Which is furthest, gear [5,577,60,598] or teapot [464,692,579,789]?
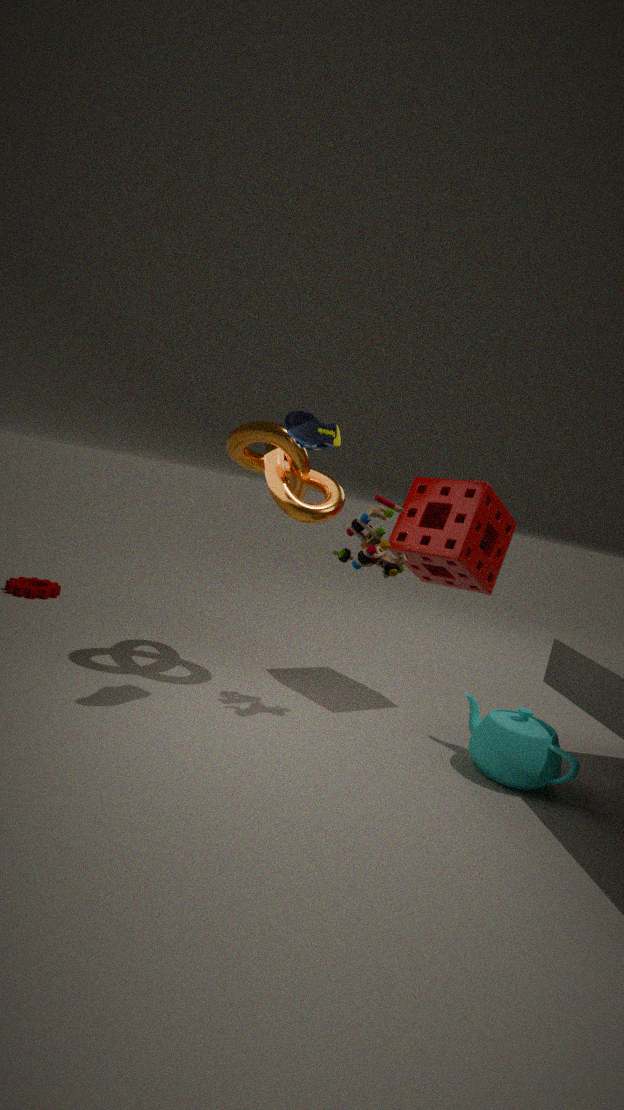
gear [5,577,60,598]
